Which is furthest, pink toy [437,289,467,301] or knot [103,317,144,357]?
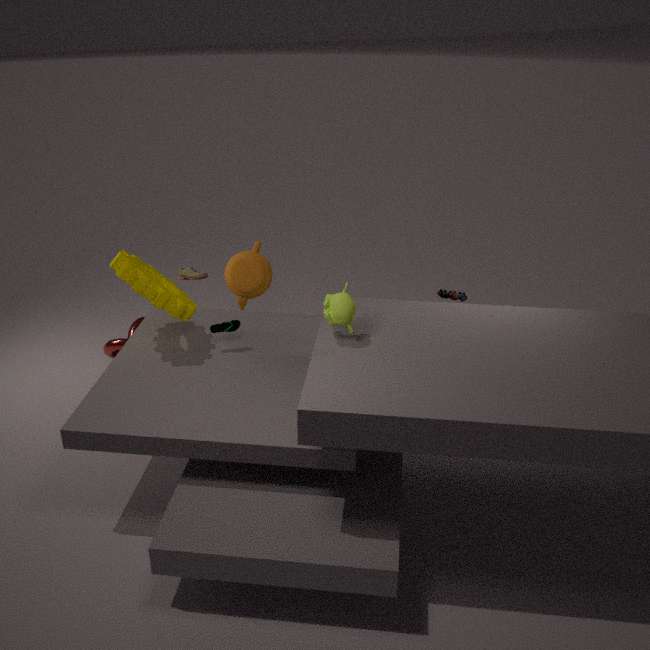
knot [103,317,144,357]
